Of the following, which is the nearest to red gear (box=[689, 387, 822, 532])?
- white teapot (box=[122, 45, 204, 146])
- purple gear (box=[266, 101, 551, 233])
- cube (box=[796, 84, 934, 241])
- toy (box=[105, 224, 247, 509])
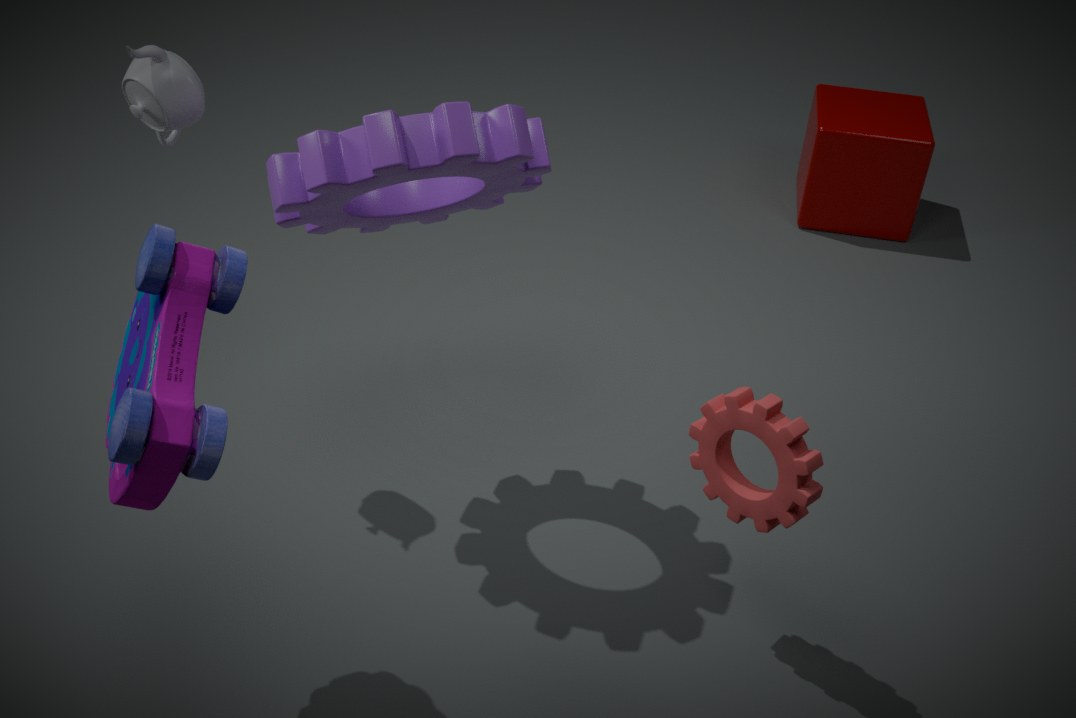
purple gear (box=[266, 101, 551, 233])
